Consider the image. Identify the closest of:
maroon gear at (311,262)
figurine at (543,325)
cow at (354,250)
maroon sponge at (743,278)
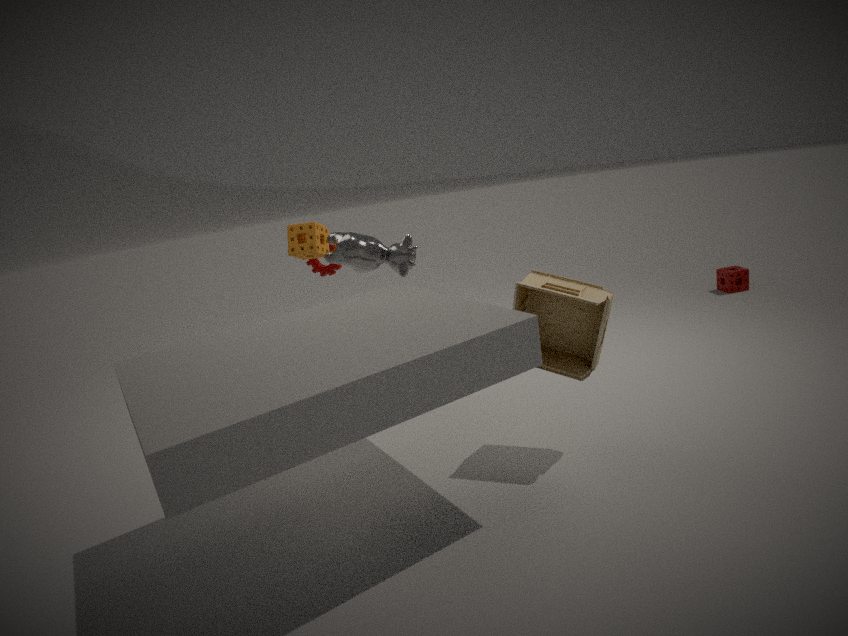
figurine at (543,325)
